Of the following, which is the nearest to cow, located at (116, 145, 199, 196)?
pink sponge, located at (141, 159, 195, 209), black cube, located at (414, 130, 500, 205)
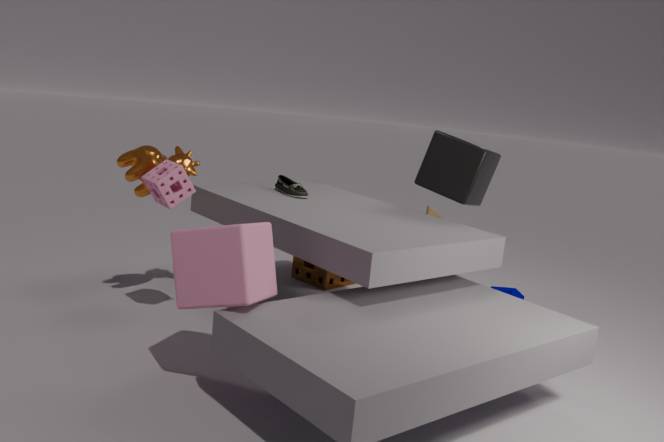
pink sponge, located at (141, 159, 195, 209)
